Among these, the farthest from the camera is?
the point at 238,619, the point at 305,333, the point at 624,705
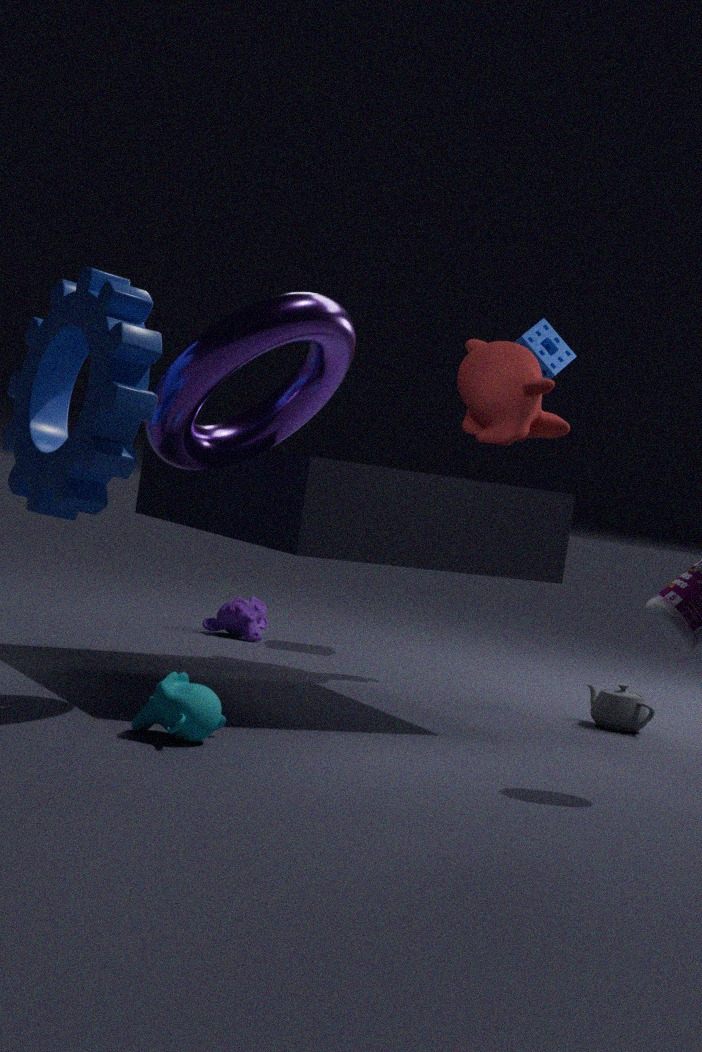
the point at 238,619
